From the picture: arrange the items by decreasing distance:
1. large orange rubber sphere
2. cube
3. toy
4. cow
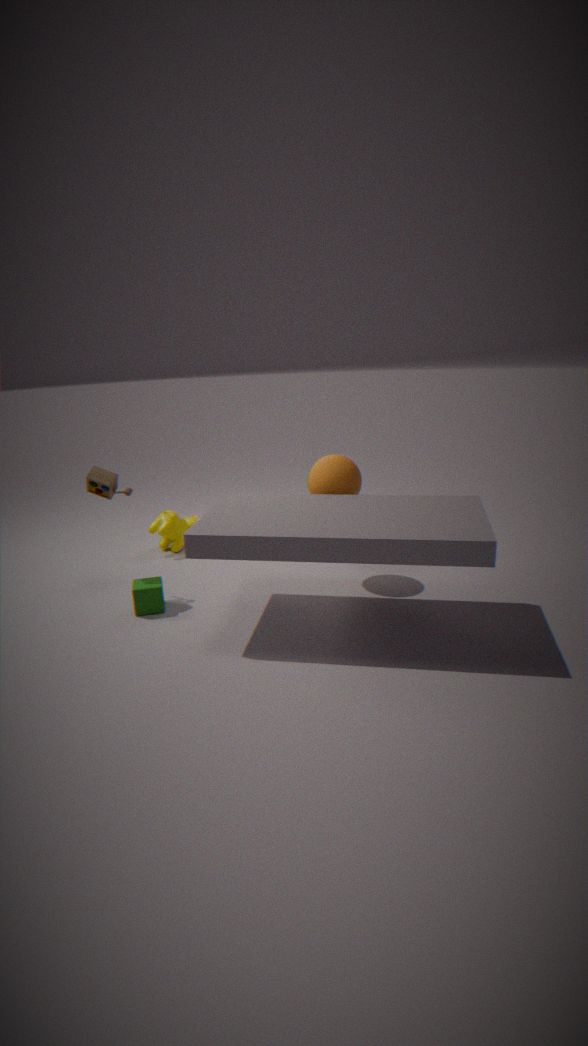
cow < large orange rubber sphere < toy < cube
